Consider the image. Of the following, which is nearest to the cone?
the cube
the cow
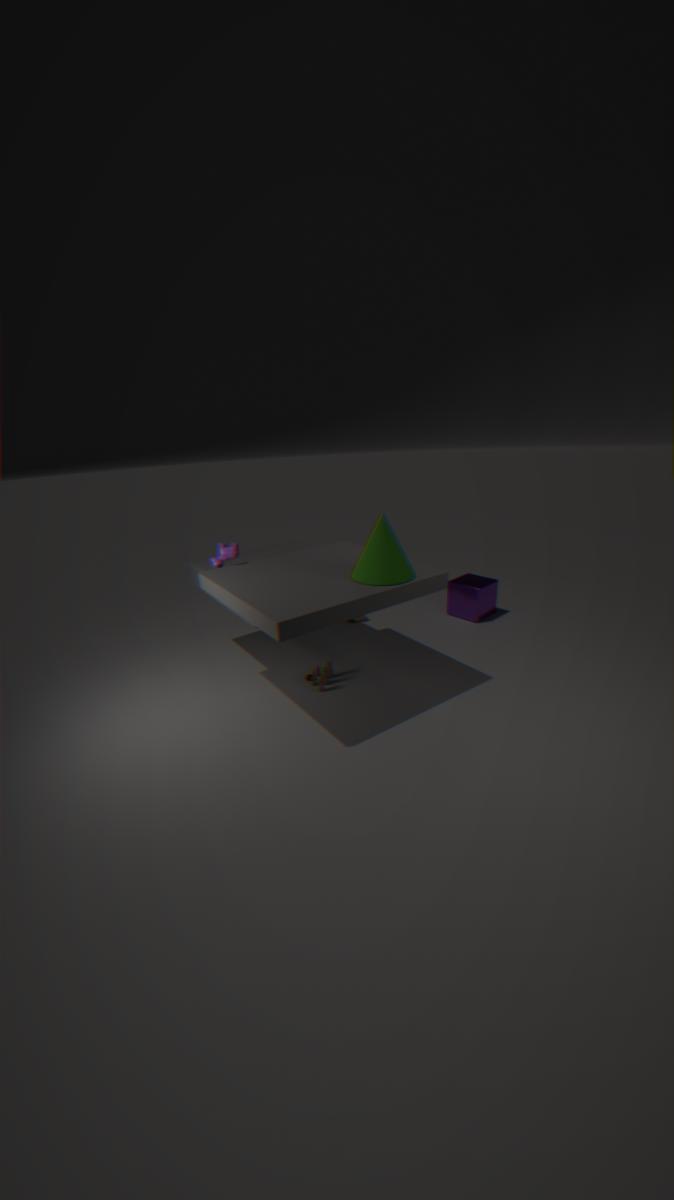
the cow
